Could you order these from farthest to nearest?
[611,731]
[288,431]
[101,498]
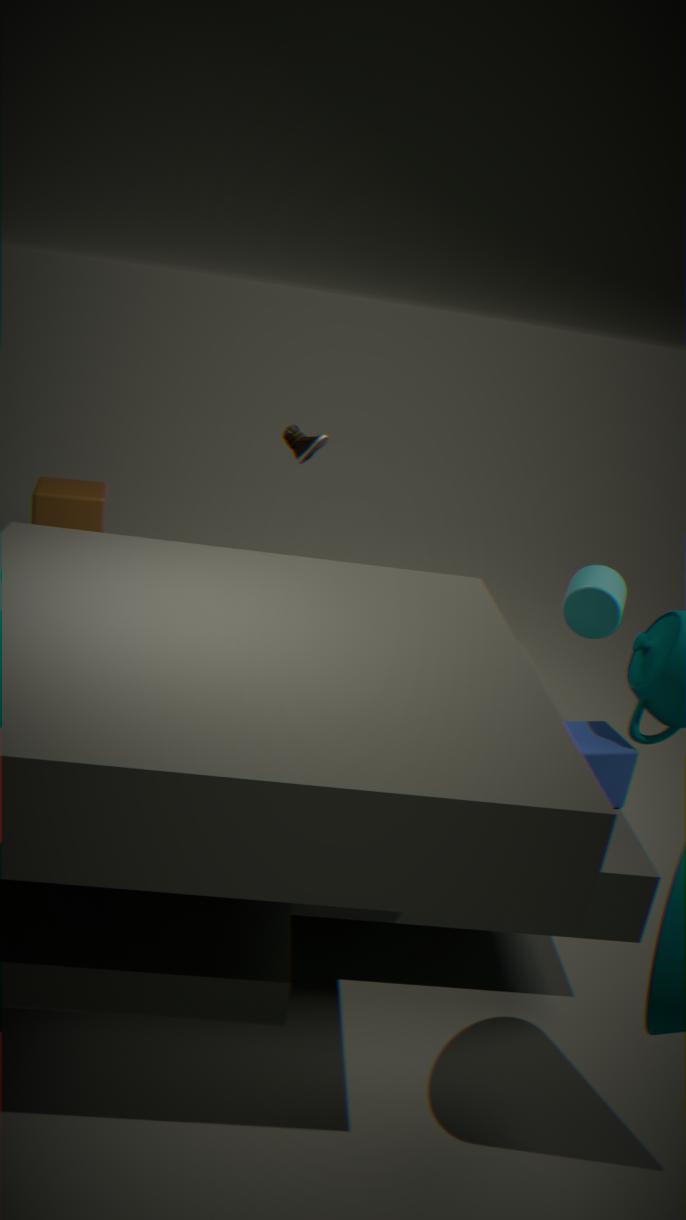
1. [101,498]
2. [288,431]
3. [611,731]
